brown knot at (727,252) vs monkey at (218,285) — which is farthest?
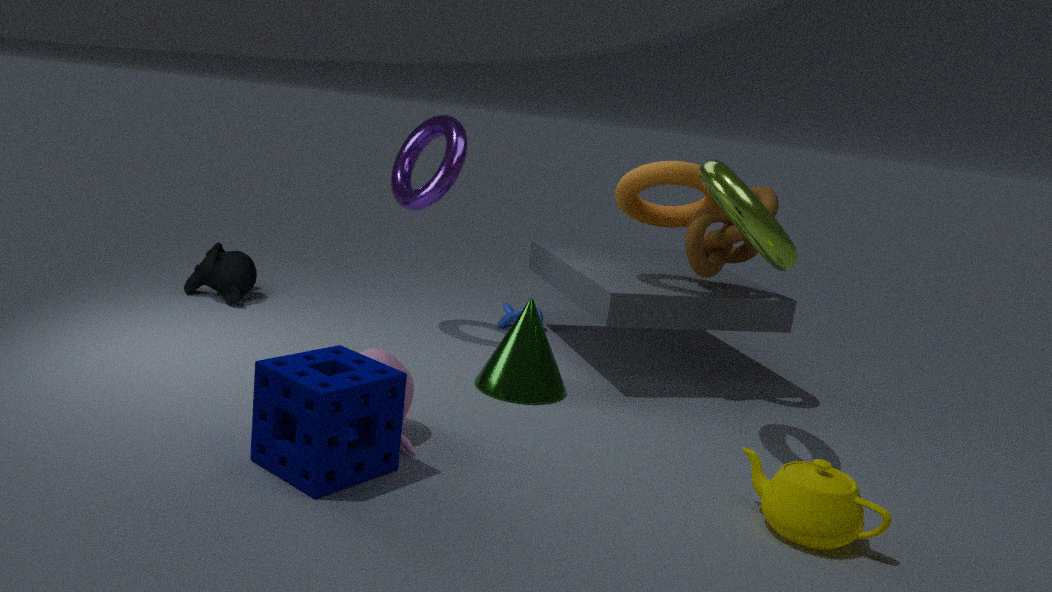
monkey at (218,285)
